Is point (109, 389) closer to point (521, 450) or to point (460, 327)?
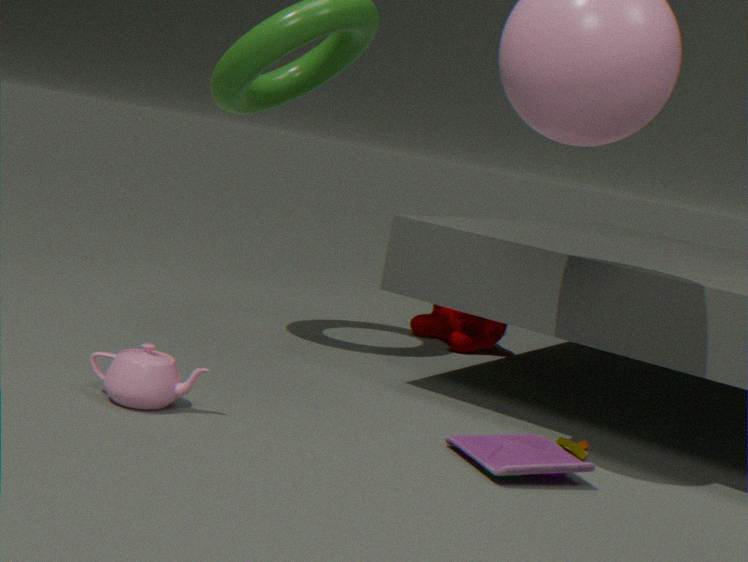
point (521, 450)
